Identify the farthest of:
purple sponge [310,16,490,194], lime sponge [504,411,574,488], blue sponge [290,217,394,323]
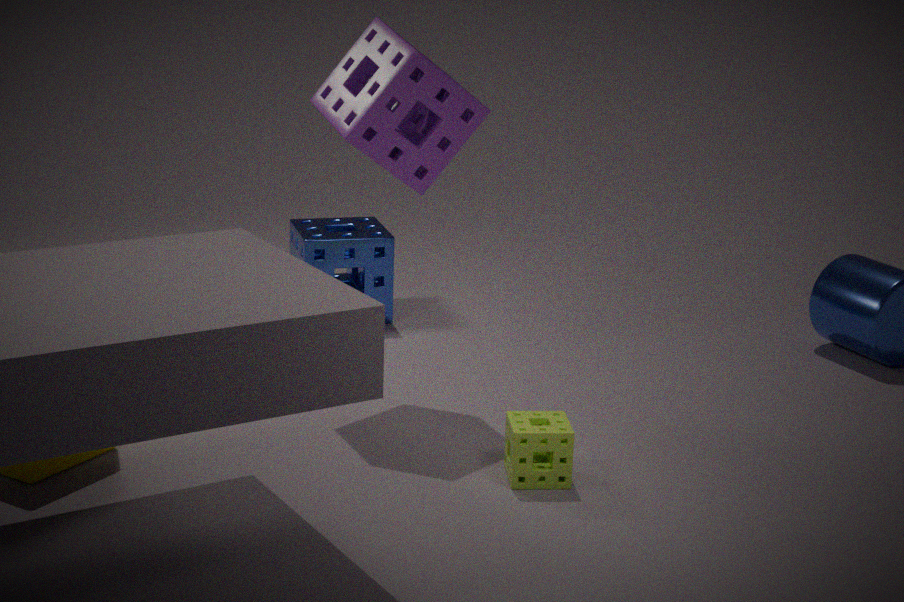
blue sponge [290,217,394,323]
